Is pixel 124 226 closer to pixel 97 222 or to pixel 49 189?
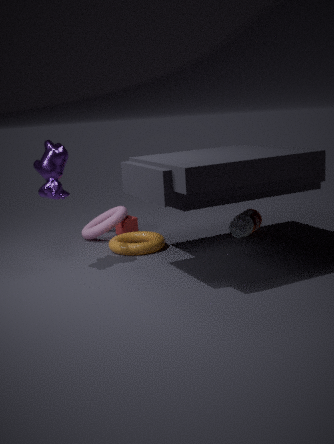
pixel 97 222
